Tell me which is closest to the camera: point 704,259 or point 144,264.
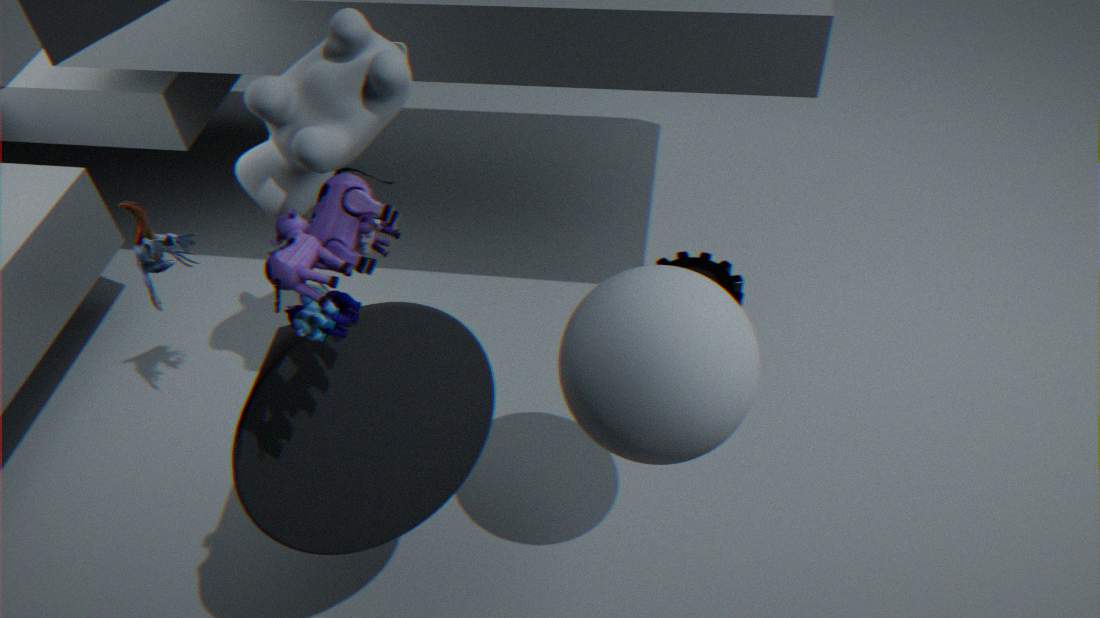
point 144,264
